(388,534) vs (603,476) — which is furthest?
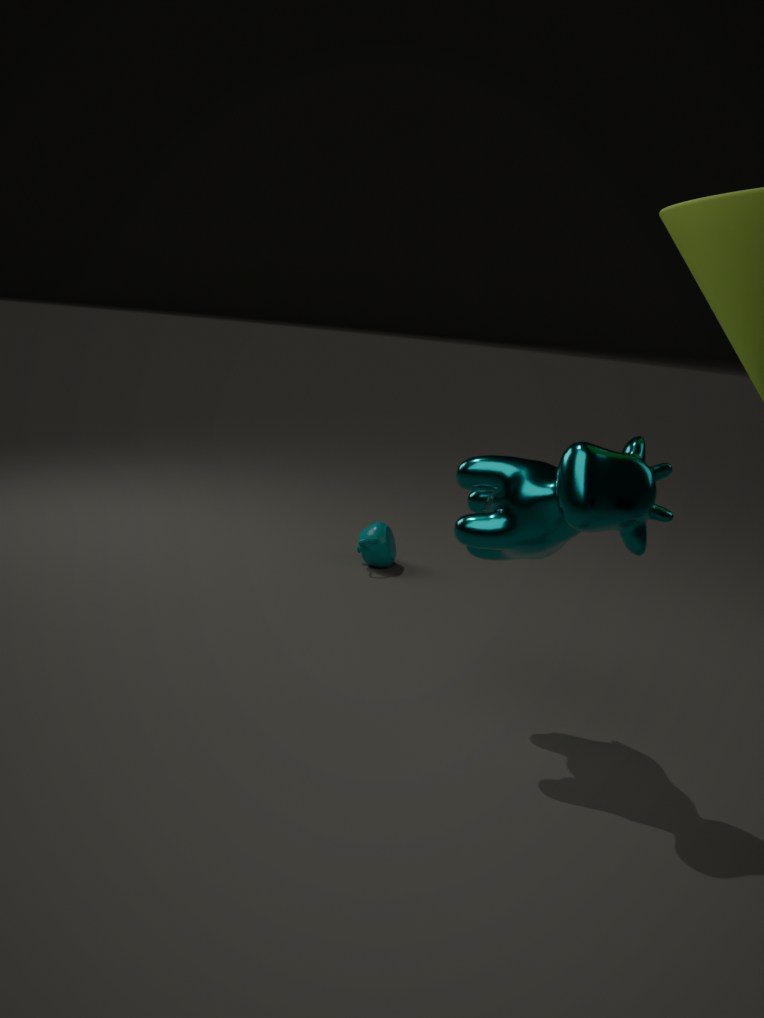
(388,534)
